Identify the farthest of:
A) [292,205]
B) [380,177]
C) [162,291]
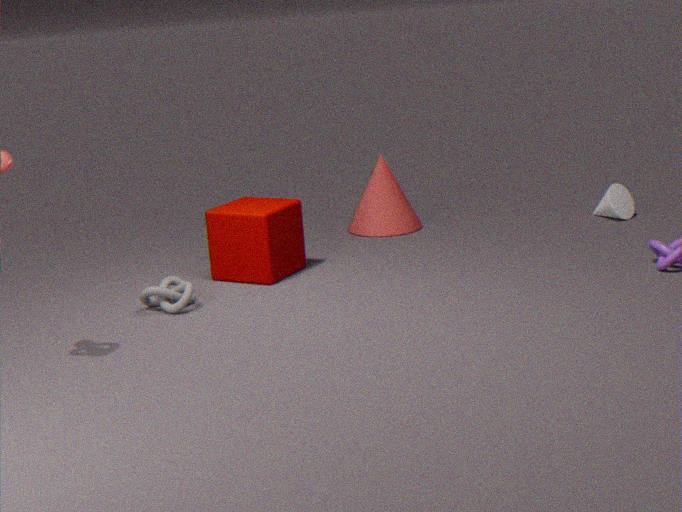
[380,177]
